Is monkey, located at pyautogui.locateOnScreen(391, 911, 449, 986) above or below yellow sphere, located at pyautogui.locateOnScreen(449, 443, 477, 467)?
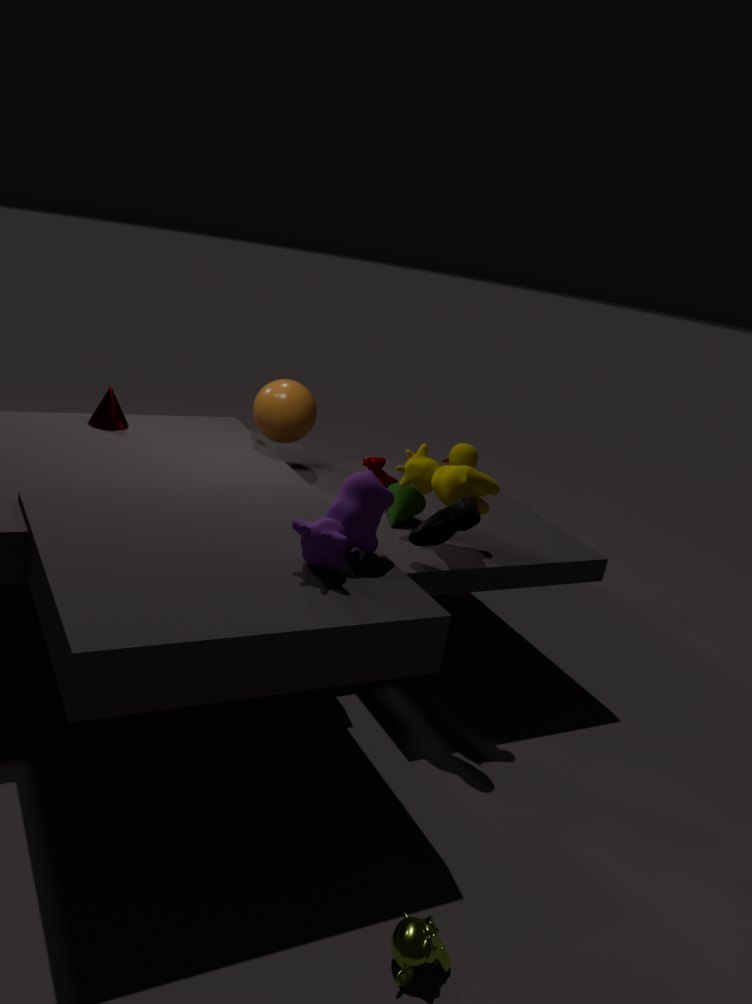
below
